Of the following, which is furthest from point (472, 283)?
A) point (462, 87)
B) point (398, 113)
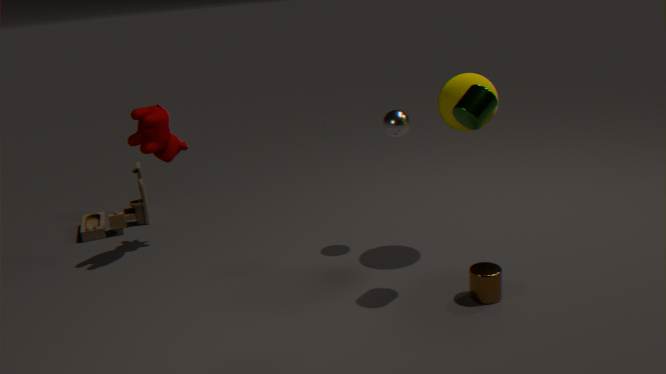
point (398, 113)
